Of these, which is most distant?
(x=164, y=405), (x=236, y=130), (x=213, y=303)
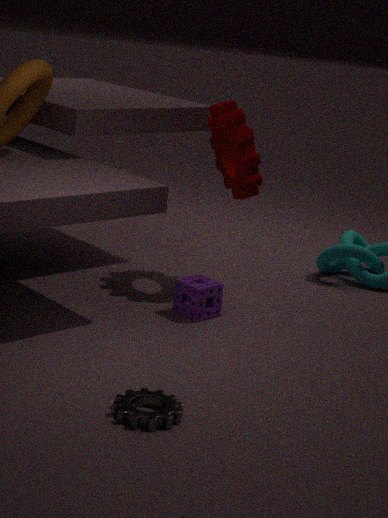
(x=236, y=130)
